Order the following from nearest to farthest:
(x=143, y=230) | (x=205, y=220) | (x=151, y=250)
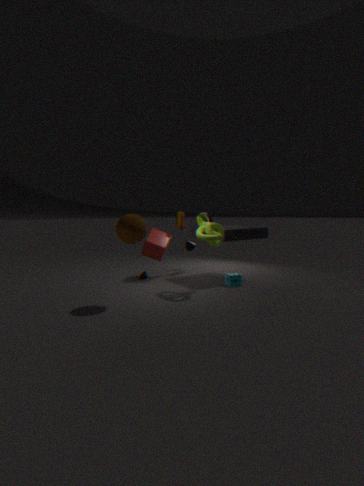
(x=143, y=230) < (x=205, y=220) < (x=151, y=250)
